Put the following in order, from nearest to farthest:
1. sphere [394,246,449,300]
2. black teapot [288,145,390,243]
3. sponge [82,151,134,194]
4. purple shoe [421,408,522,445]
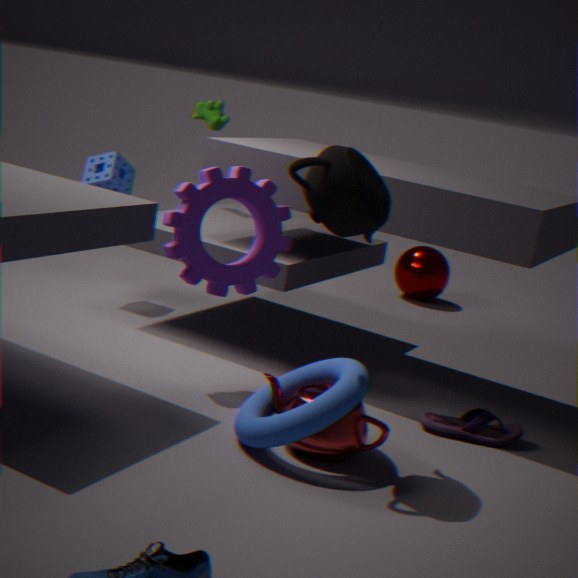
black teapot [288,145,390,243], purple shoe [421,408,522,445], sponge [82,151,134,194], sphere [394,246,449,300]
